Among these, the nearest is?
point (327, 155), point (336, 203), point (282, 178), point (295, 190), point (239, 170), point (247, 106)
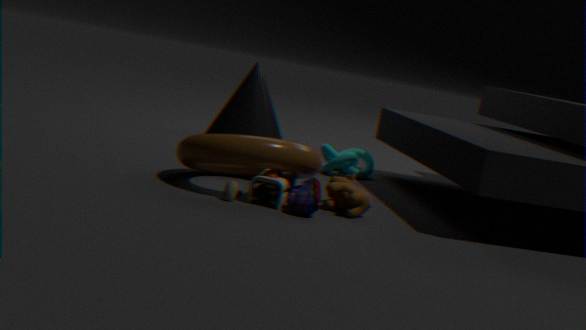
point (282, 178)
